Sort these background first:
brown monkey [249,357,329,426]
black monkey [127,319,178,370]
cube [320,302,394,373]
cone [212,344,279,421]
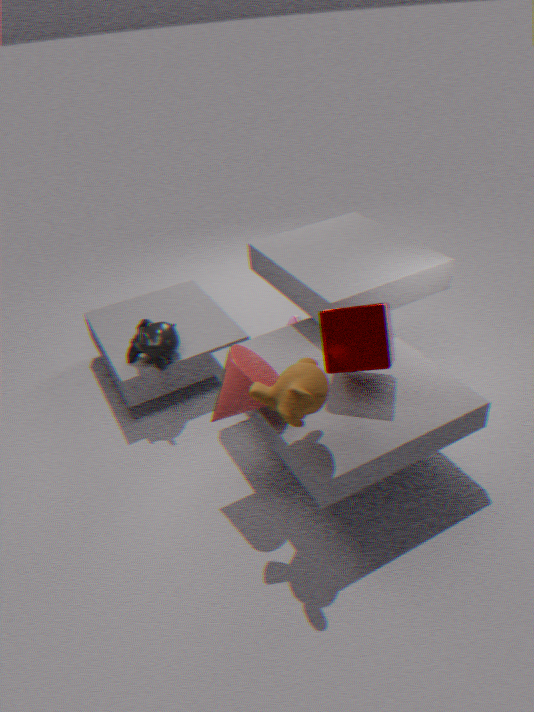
black monkey [127,319,178,370]
cube [320,302,394,373]
cone [212,344,279,421]
brown monkey [249,357,329,426]
